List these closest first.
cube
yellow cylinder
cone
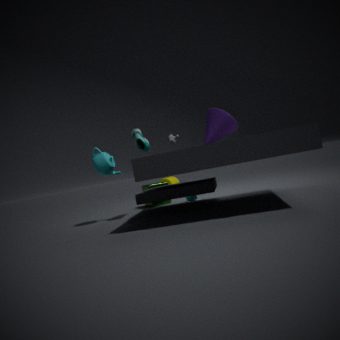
cone, cube, yellow cylinder
